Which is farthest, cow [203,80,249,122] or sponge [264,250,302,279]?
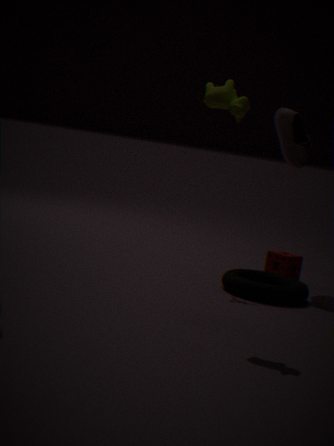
sponge [264,250,302,279]
